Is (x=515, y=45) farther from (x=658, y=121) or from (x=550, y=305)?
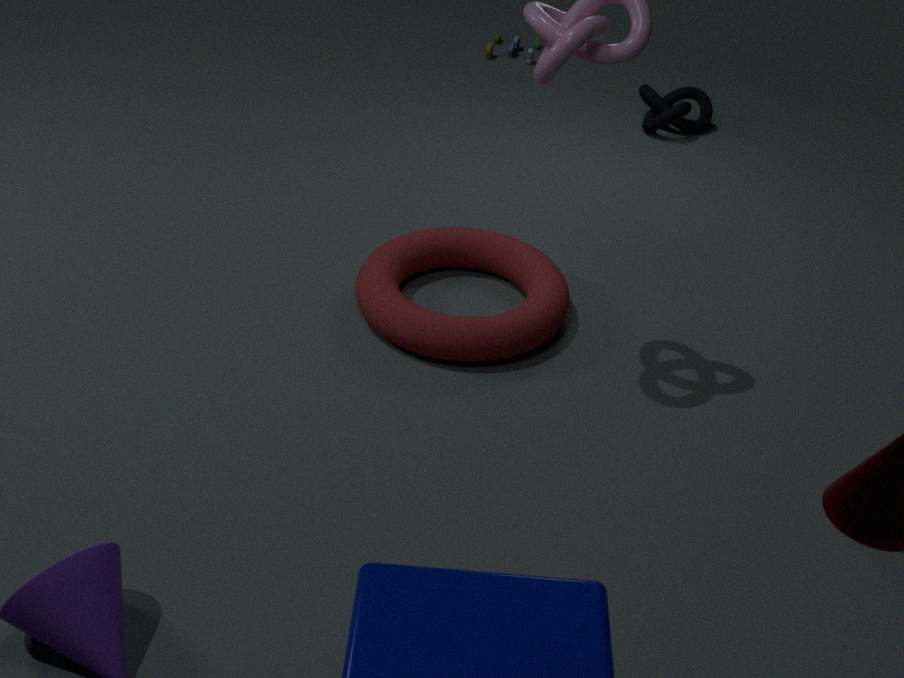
(x=550, y=305)
